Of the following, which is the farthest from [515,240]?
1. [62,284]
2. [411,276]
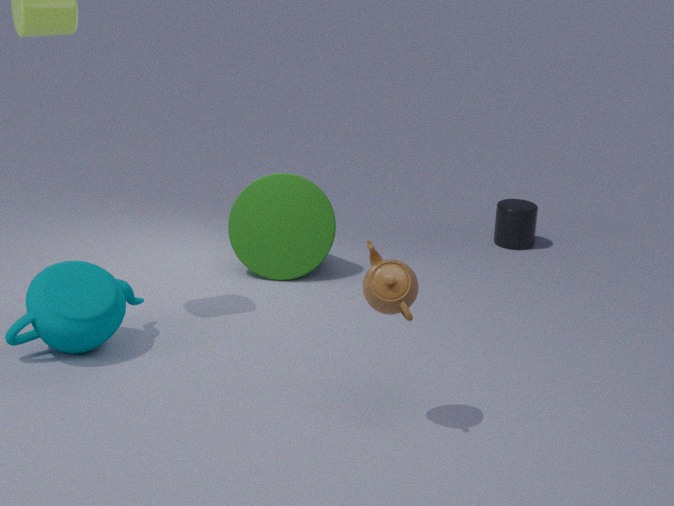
[62,284]
